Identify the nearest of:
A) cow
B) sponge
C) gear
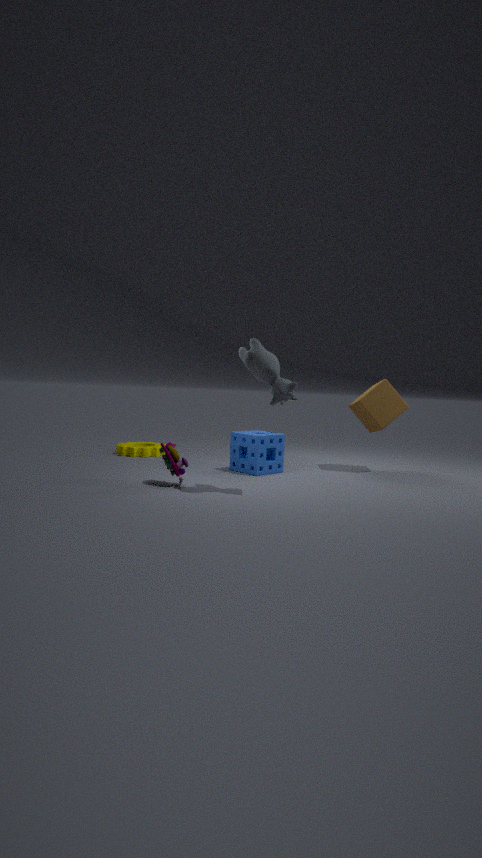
cow
